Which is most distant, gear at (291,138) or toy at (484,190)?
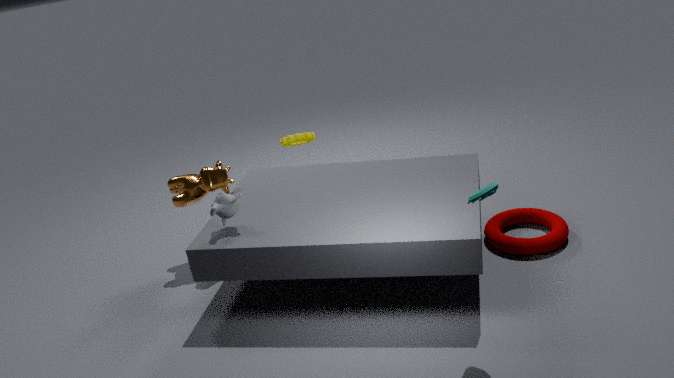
gear at (291,138)
